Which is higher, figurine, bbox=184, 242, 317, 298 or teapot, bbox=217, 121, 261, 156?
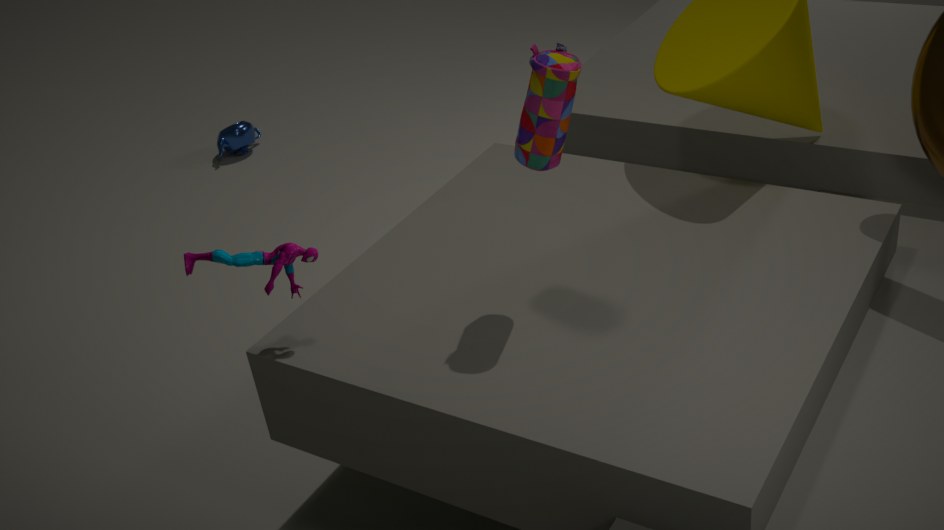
figurine, bbox=184, 242, 317, 298
